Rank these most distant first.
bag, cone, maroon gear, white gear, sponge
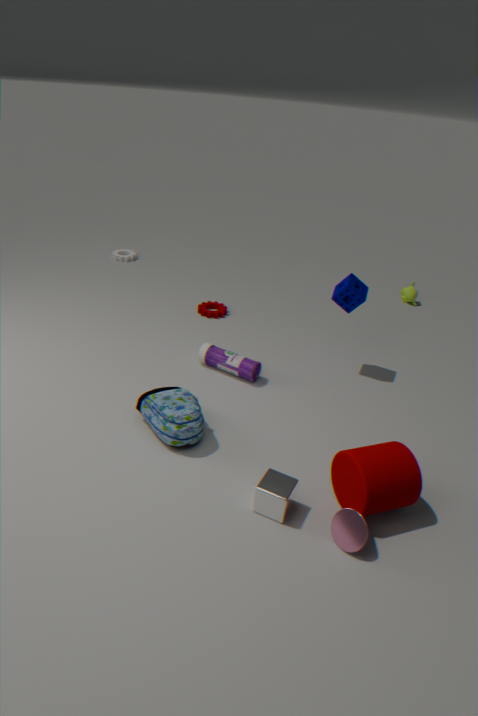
white gear, maroon gear, sponge, bag, cone
